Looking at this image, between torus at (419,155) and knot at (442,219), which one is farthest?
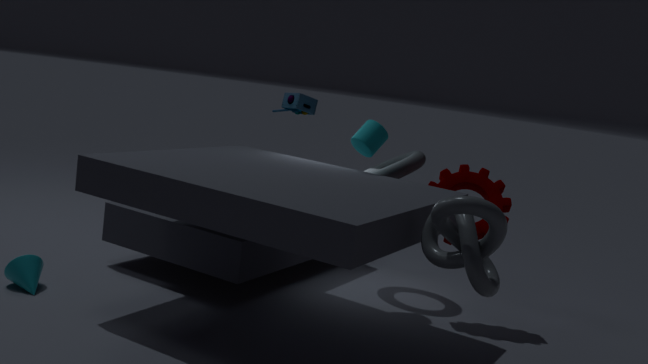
torus at (419,155)
